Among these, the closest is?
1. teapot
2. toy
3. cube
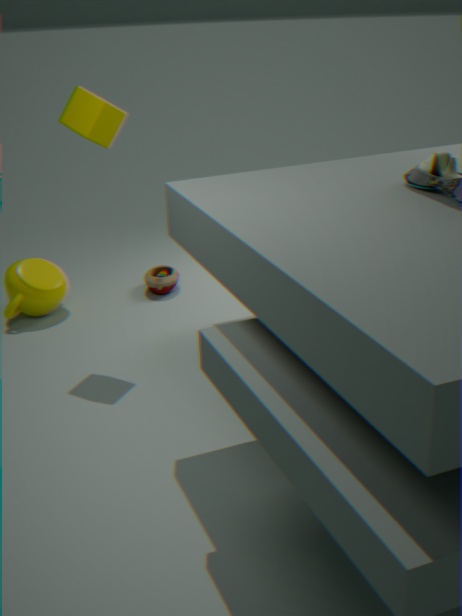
cube
